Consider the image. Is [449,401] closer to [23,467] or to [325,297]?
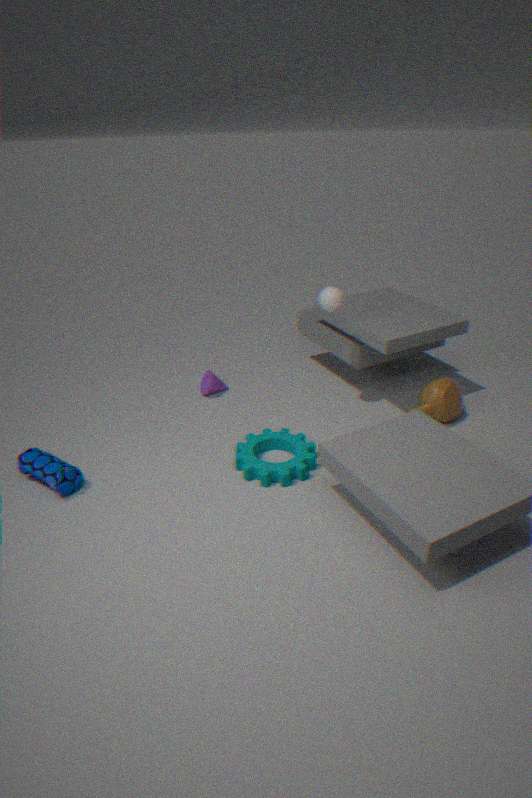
[325,297]
